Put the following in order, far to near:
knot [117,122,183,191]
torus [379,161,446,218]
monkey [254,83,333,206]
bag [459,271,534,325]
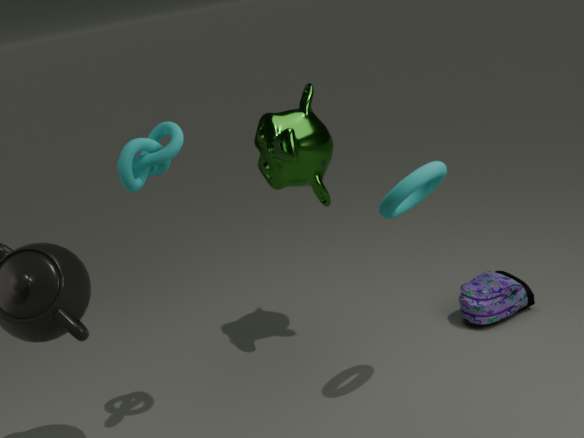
bag [459,271,534,325] → monkey [254,83,333,206] → torus [379,161,446,218] → knot [117,122,183,191]
